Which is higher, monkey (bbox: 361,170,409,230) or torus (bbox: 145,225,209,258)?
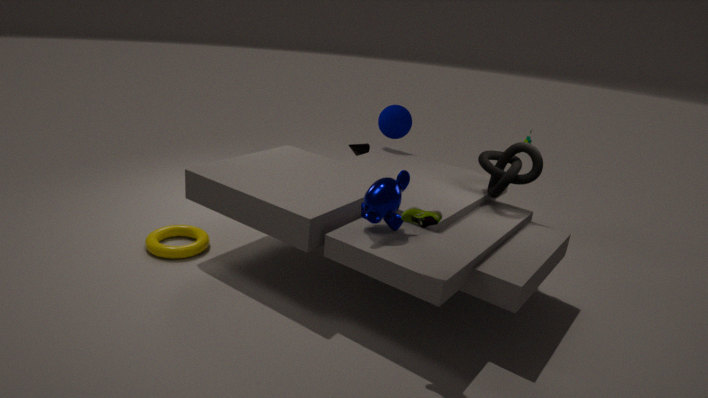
monkey (bbox: 361,170,409,230)
